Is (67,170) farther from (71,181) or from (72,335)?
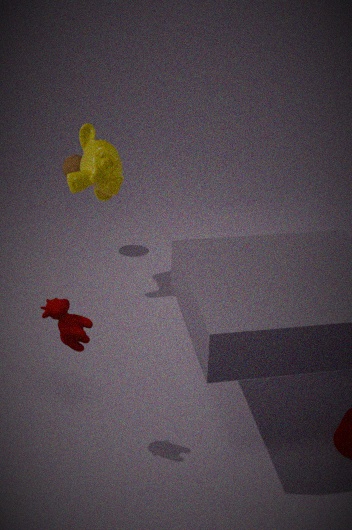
(72,335)
